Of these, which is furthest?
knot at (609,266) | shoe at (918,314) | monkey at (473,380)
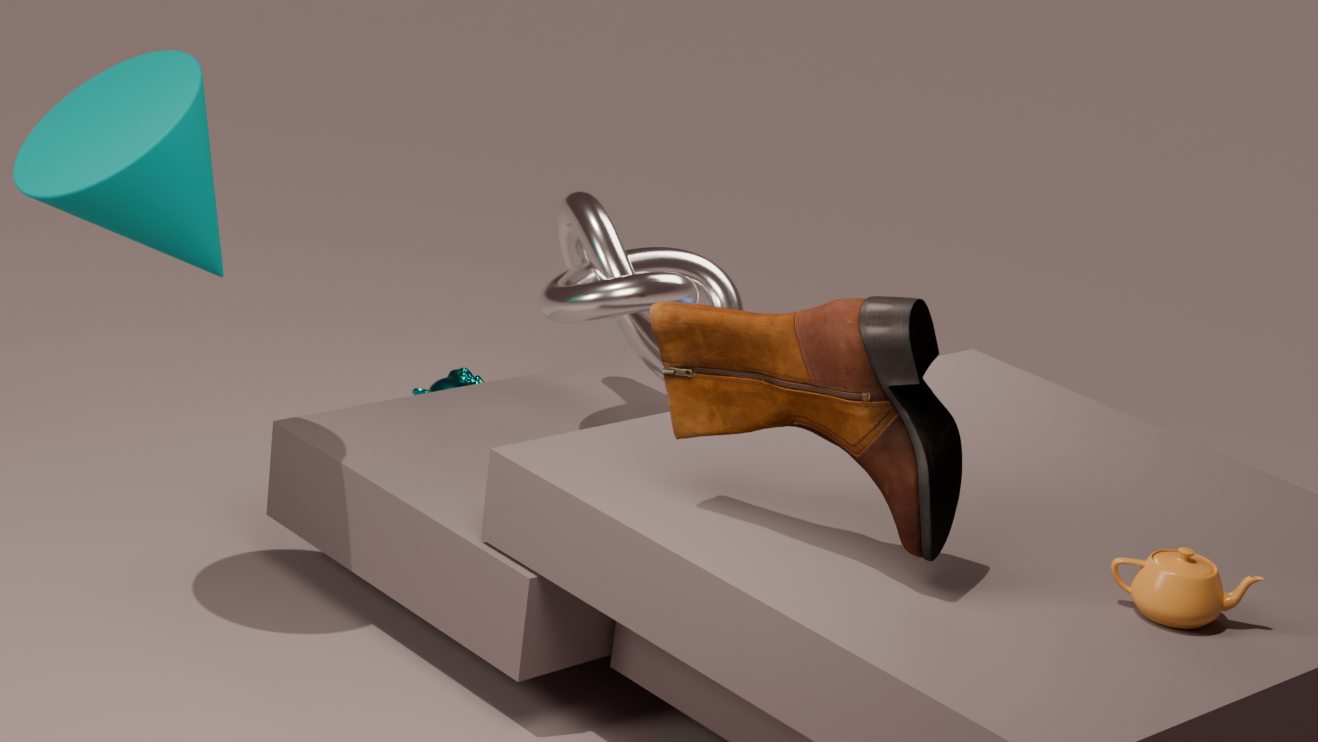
monkey at (473,380)
